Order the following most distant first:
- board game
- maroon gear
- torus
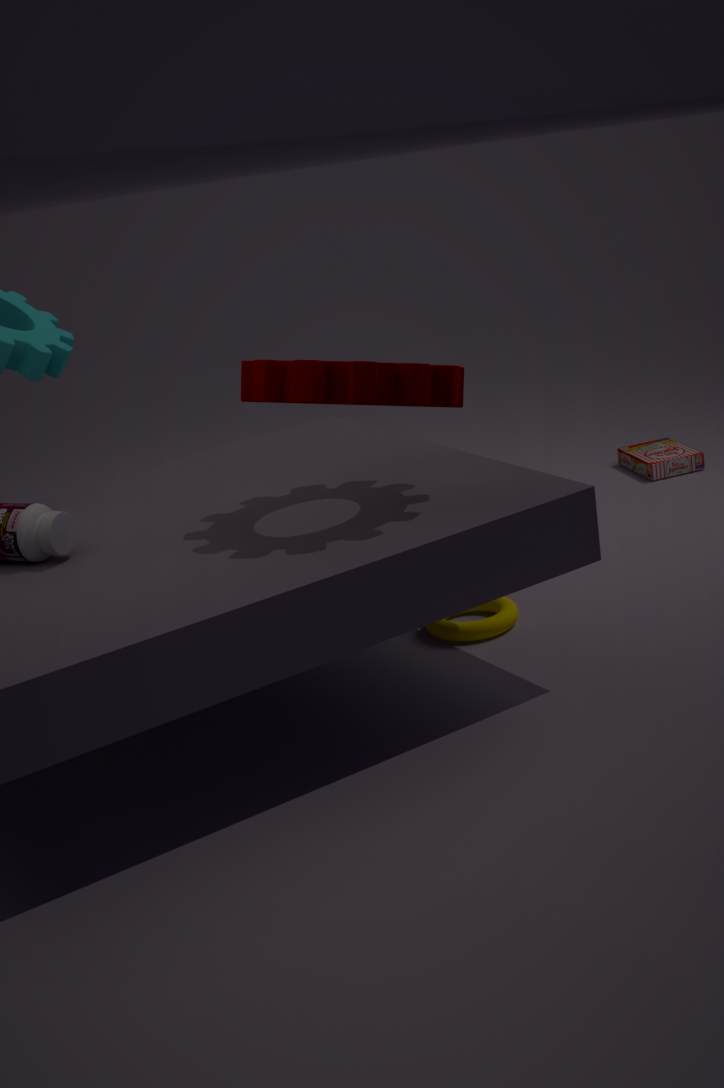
board game → torus → maroon gear
